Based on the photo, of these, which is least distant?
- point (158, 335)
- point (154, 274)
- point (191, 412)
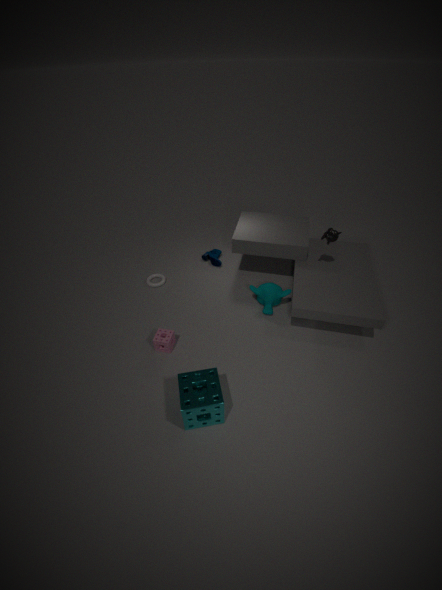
point (191, 412)
